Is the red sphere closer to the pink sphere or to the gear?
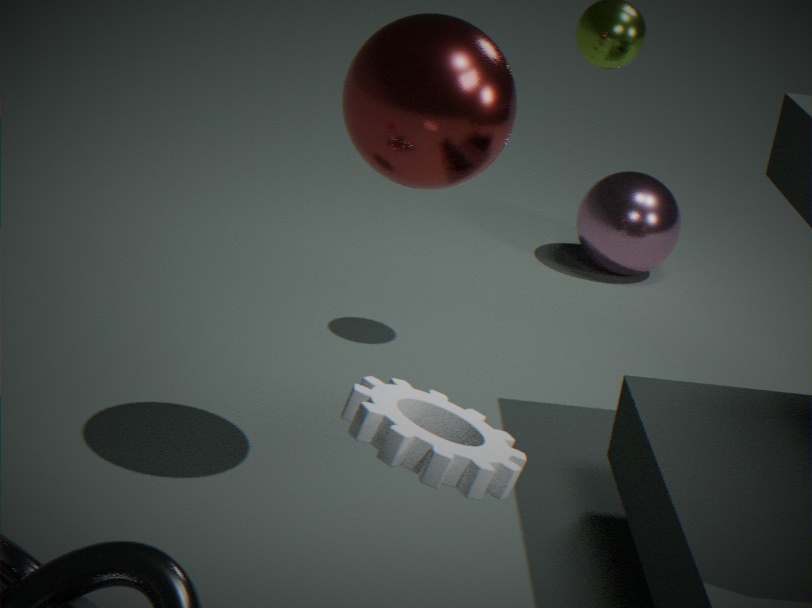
the gear
